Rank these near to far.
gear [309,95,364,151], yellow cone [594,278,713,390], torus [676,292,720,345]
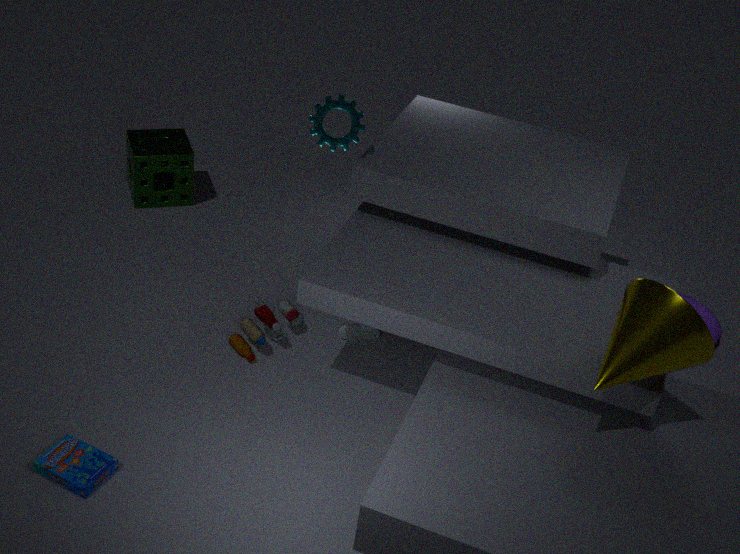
yellow cone [594,278,713,390] < gear [309,95,364,151] < torus [676,292,720,345]
